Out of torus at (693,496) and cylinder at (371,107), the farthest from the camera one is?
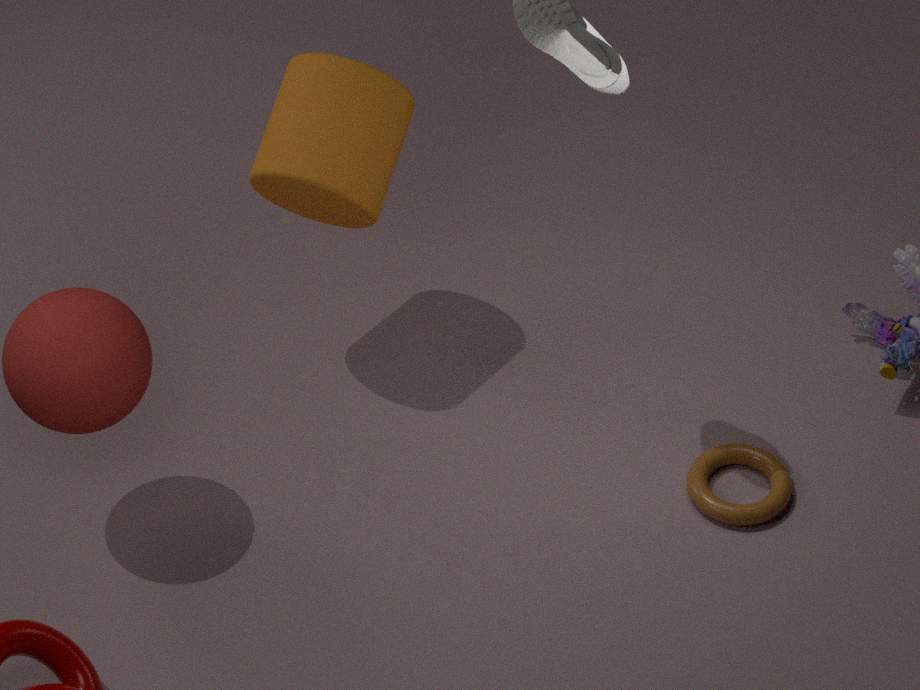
cylinder at (371,107)
